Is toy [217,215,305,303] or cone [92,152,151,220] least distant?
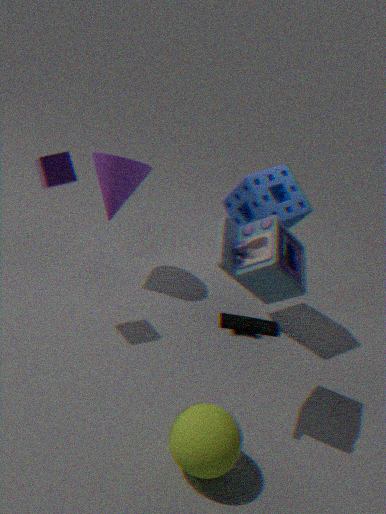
toy [217,215,305,303]
